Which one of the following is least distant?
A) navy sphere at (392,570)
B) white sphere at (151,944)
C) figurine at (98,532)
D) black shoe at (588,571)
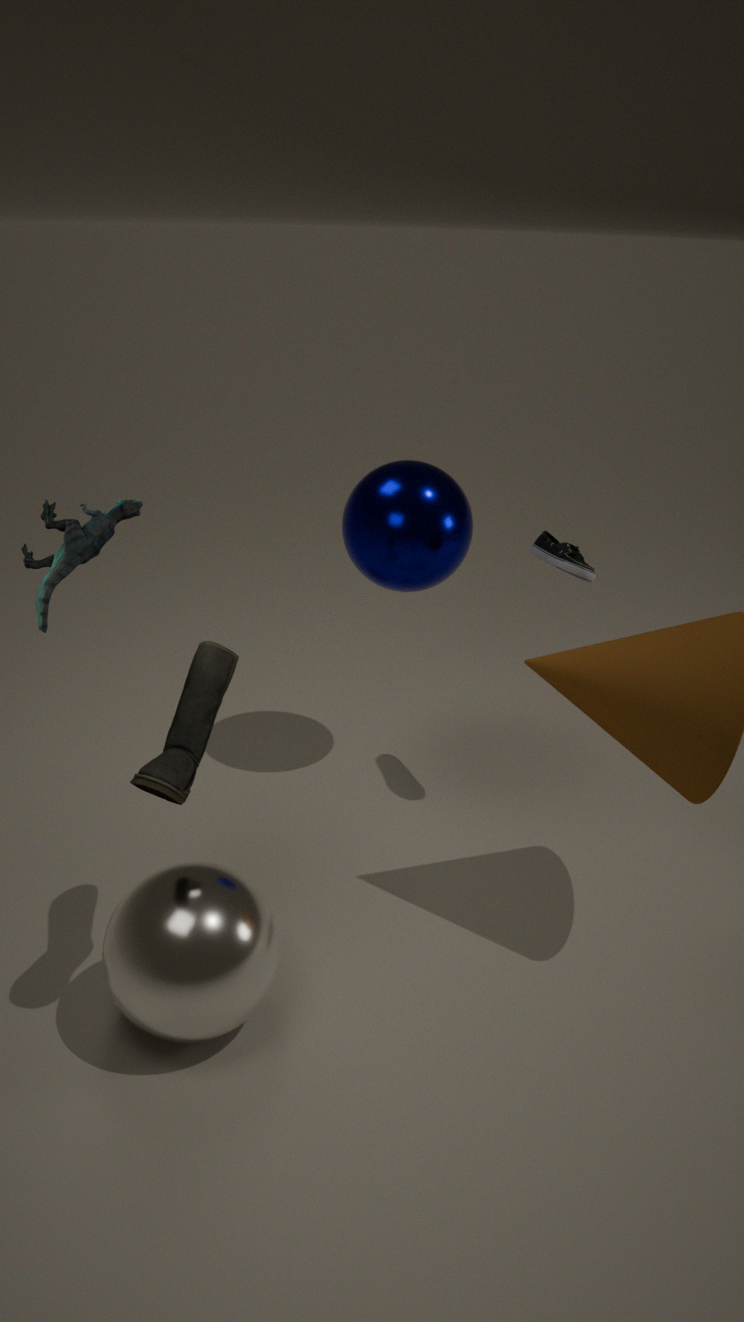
figurine at (98,532)
